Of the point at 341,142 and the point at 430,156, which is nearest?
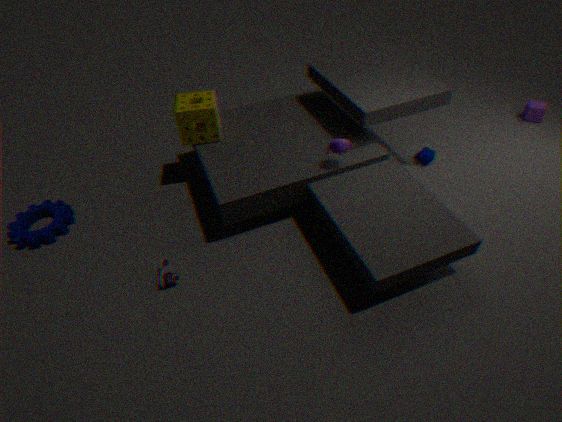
the point at 341,142
